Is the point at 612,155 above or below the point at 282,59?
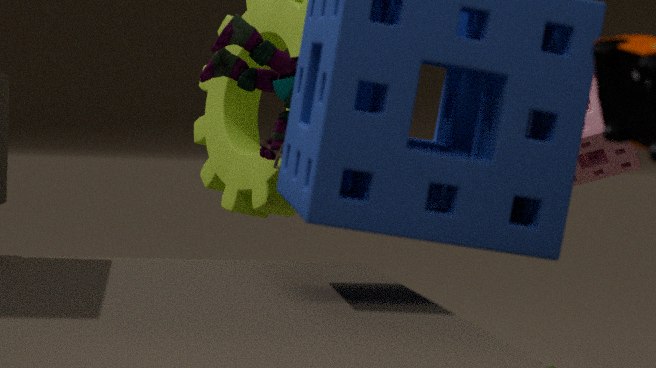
below
